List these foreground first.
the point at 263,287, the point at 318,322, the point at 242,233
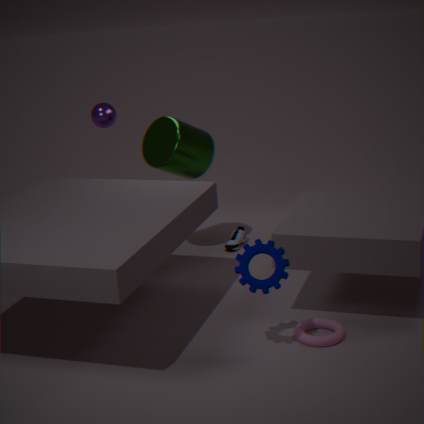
1. the point at 263,287
2. the point at 318,322
3. the point at 242,233
